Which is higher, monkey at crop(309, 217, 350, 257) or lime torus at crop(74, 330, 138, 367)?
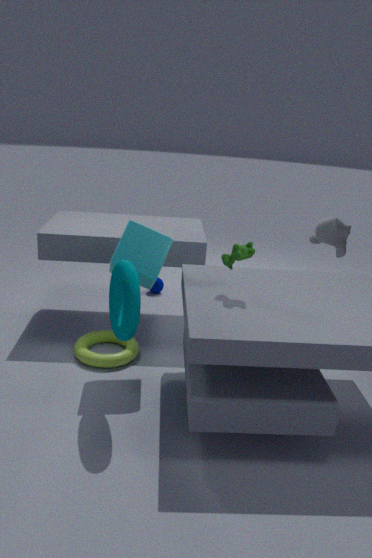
monkey at crop(309, 217, 350, 257)
